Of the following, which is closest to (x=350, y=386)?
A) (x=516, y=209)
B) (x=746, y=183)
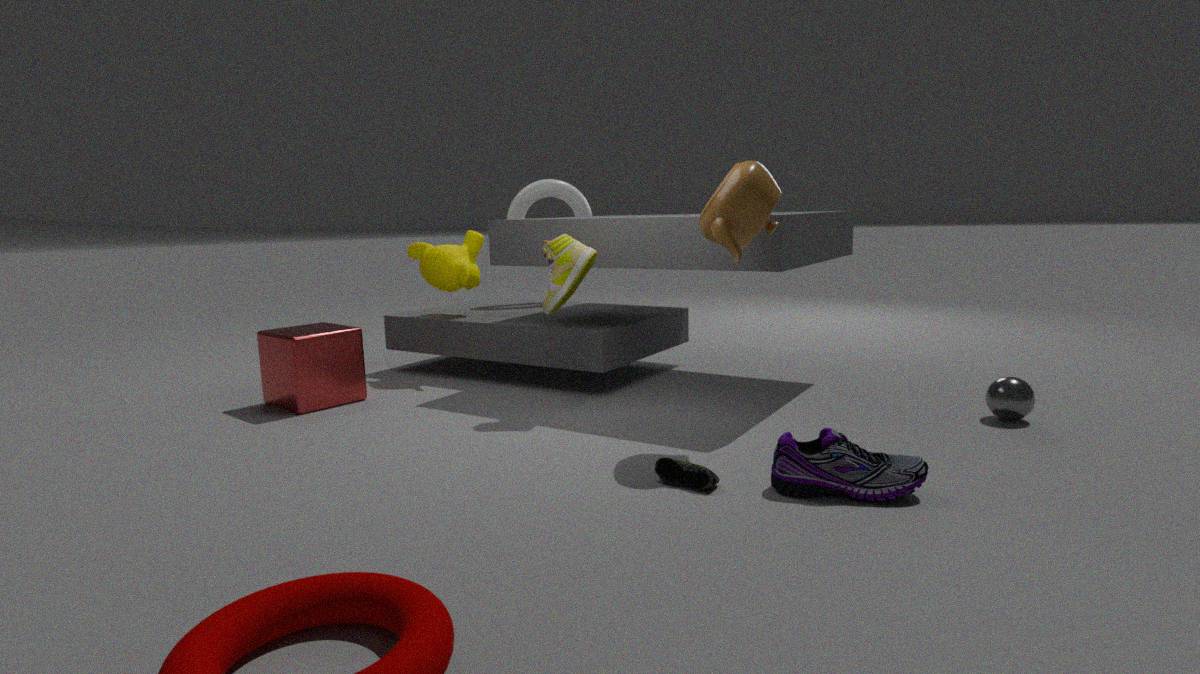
(x=516, y=209)
